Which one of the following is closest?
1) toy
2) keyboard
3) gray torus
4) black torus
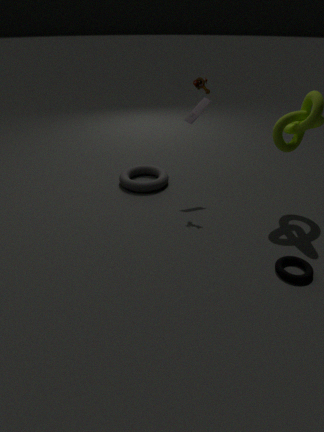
4. black torus
